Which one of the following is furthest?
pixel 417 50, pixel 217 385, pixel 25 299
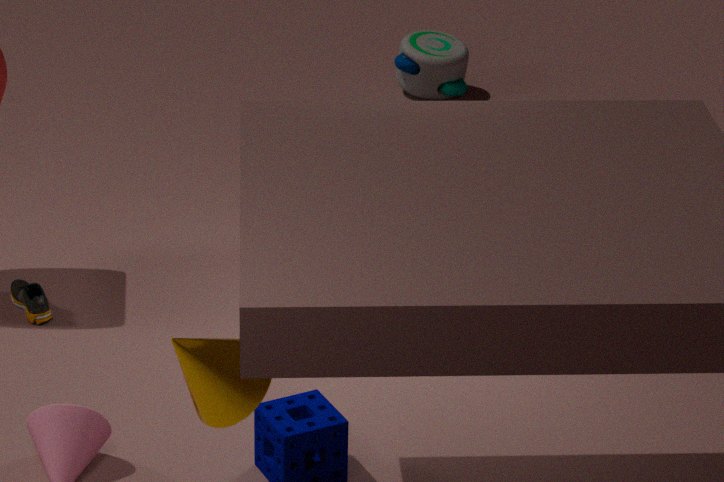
pixel 417 50
